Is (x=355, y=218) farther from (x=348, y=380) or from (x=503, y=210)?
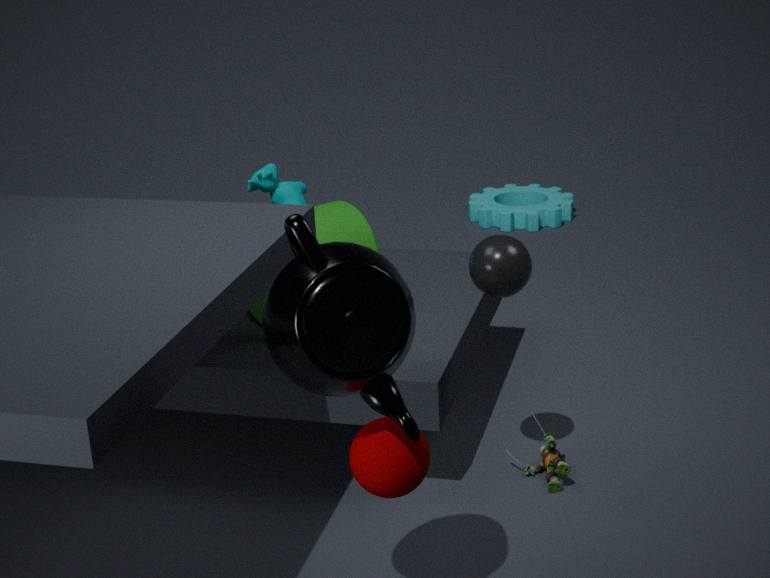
(x=503, y=210)
